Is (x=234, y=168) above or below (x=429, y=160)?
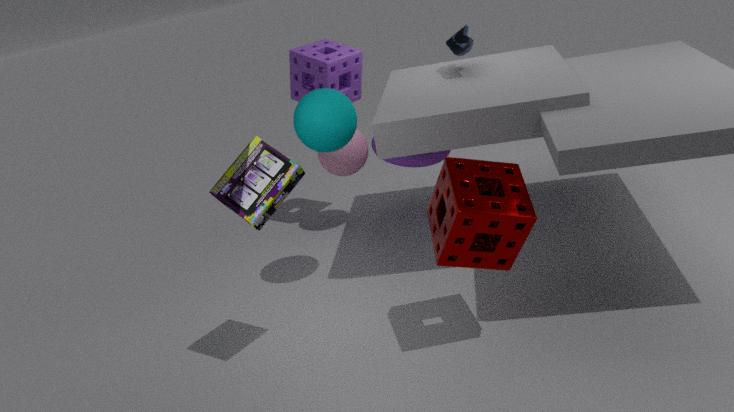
above
